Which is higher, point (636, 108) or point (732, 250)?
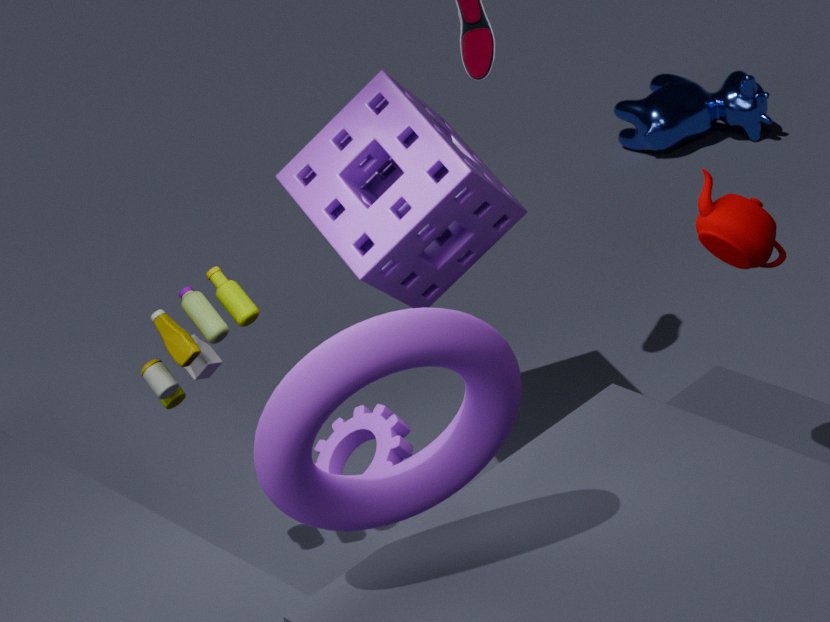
point (732, 250)
